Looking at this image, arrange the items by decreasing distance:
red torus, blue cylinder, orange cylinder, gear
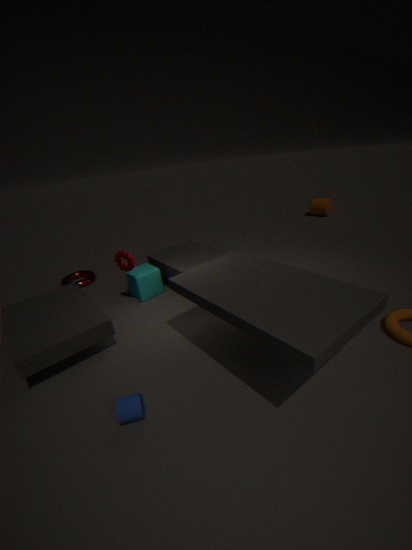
orange cylinder, red torus, gear, blue cylinder
